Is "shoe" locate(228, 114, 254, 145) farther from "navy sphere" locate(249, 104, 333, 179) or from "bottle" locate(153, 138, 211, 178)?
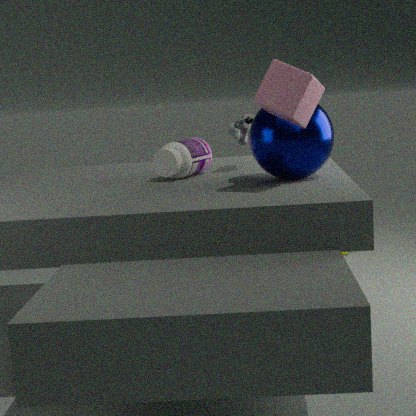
"navy sphere" locate(249, 104, 333, 179)
